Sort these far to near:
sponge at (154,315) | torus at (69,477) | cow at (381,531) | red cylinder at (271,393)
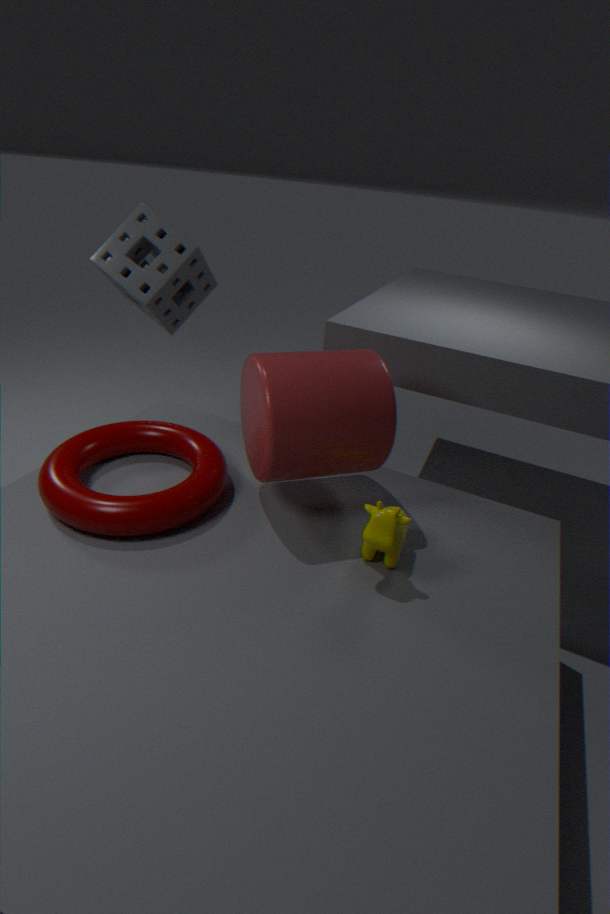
sponge at (154,315) → torus at (69,477) → red cylinder at (271,393) → cow at (381,531)
